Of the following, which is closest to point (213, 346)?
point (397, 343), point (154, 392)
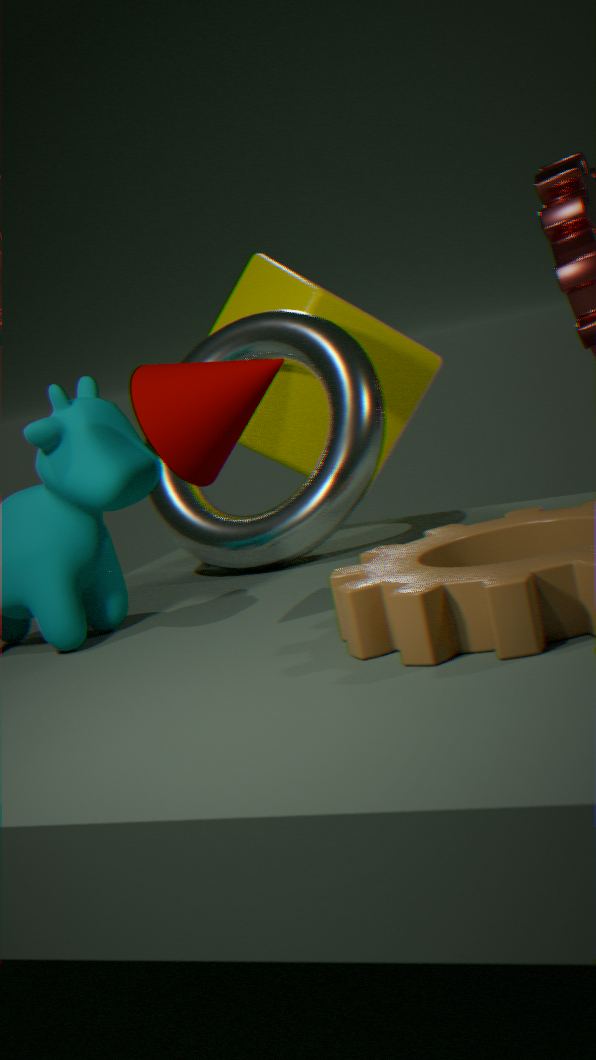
point (397, 343)
